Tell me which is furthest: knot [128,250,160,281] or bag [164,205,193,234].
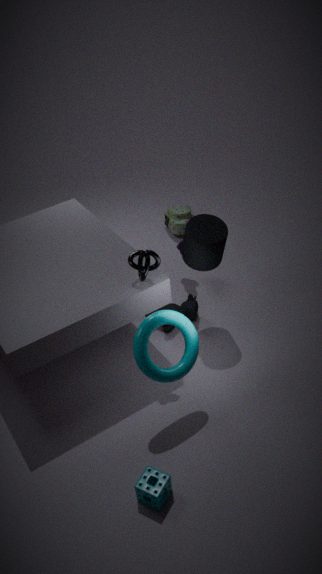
bag [164,205,193,234]
